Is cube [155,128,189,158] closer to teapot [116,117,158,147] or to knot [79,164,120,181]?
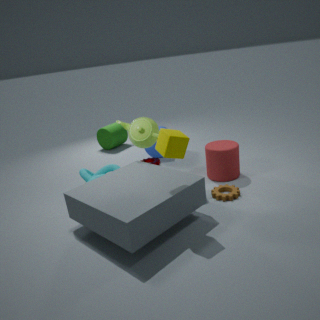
teapot [116,117,158,147]
